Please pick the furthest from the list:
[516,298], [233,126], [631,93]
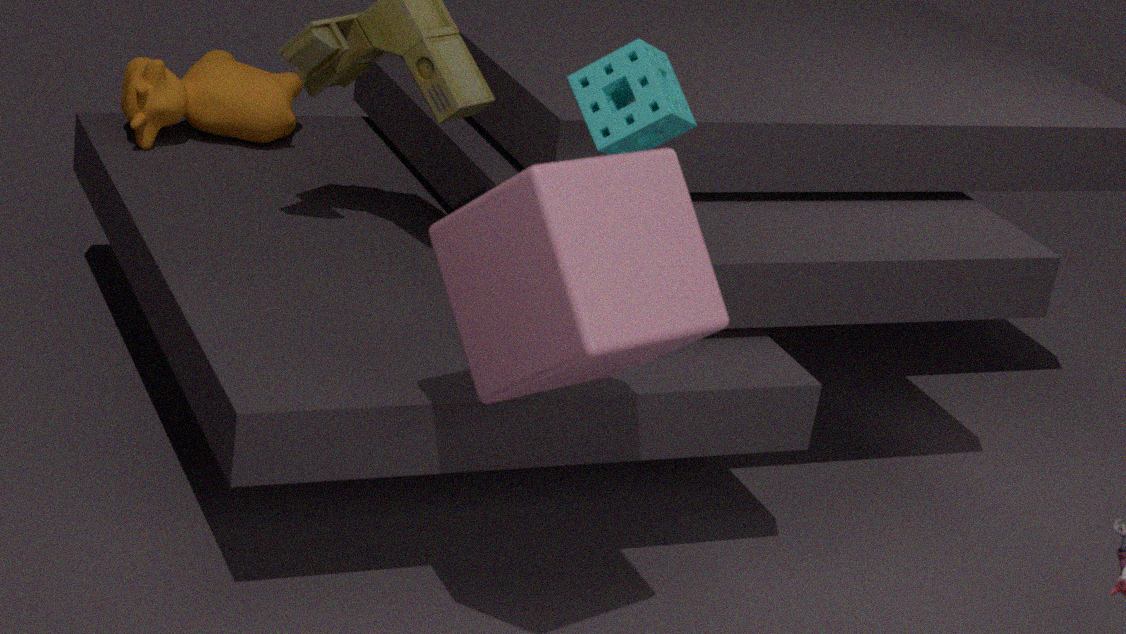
[233,126]
